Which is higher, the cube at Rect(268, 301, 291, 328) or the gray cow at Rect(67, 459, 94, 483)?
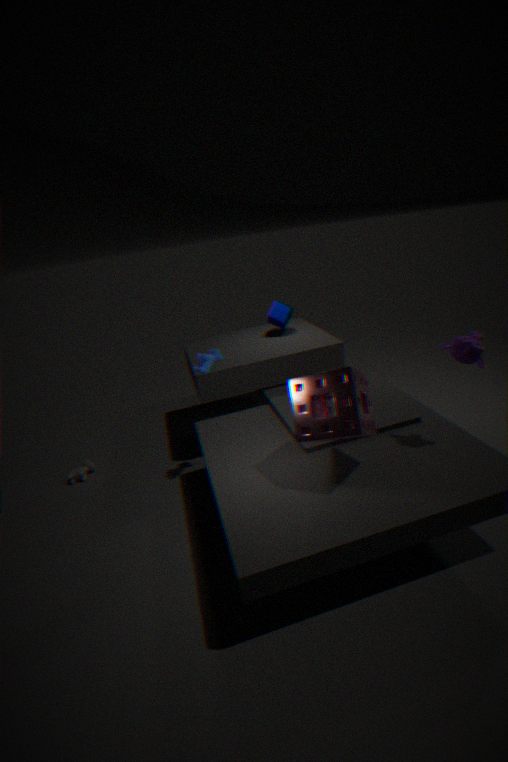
the cube at Rect(268, 301, 291, 328)
